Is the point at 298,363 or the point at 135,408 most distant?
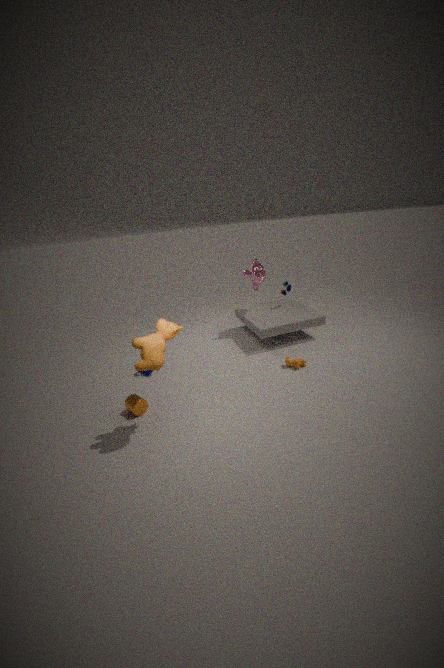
the point at 298,363
